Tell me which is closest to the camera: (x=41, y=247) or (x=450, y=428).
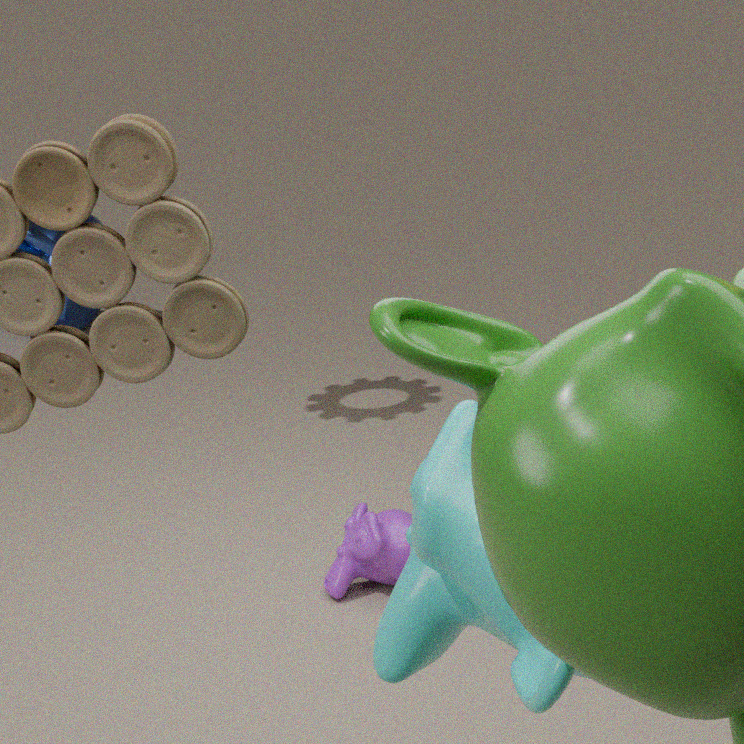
(x=450, y=428)
